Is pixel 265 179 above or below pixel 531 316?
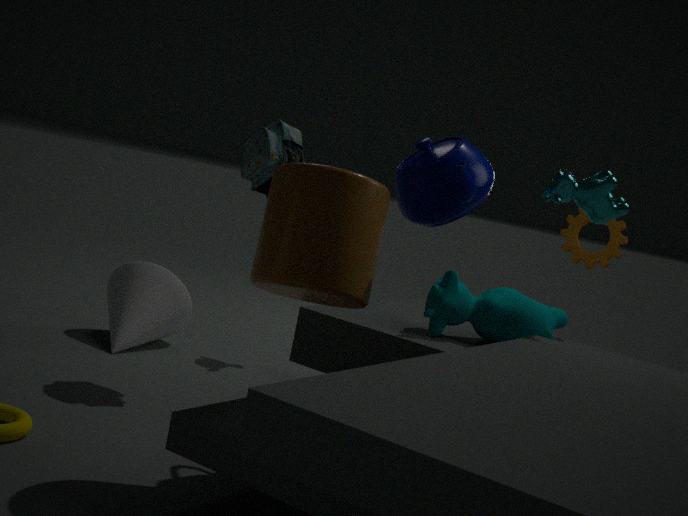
above
